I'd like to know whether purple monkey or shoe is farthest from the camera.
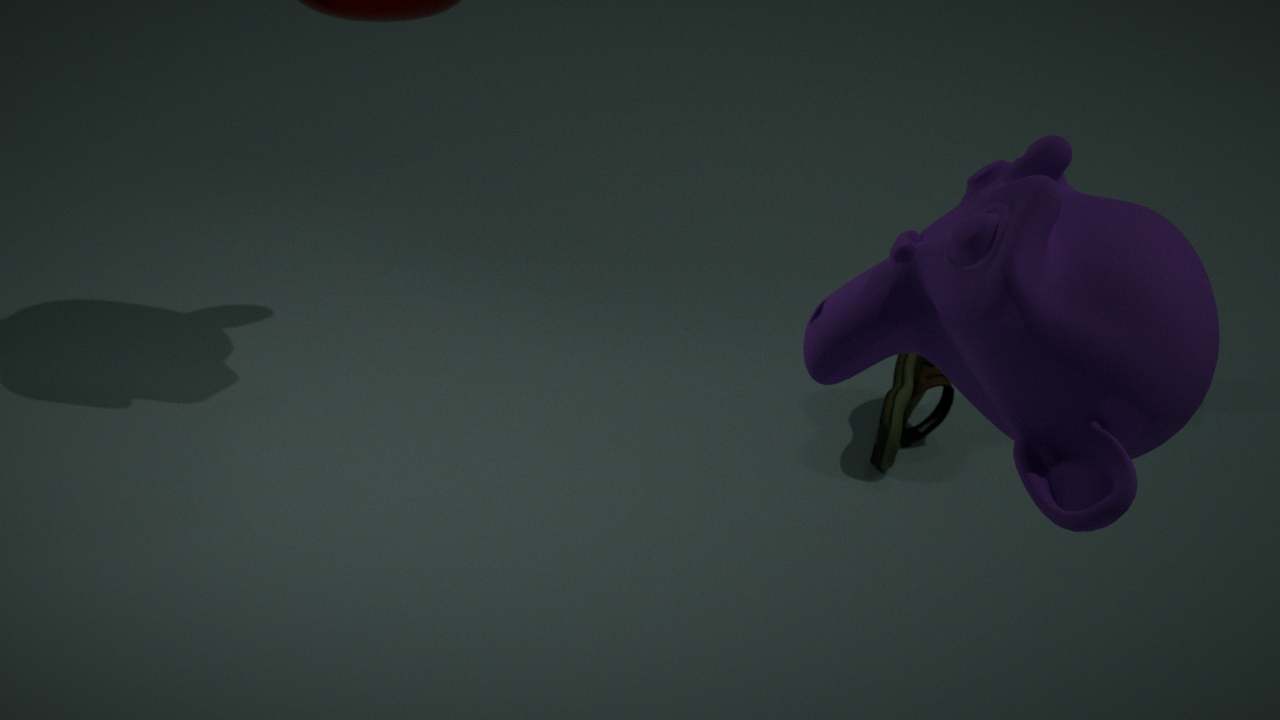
shoe
